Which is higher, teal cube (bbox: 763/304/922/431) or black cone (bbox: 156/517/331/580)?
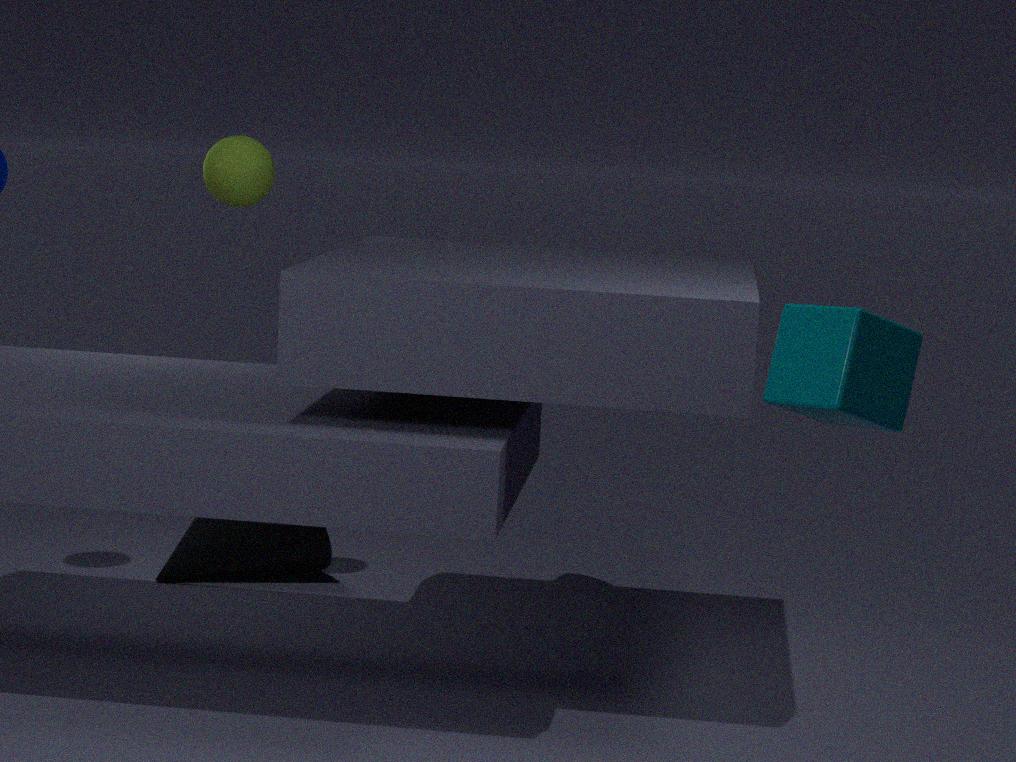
teal cube (bbox: 763/304/922/431)
